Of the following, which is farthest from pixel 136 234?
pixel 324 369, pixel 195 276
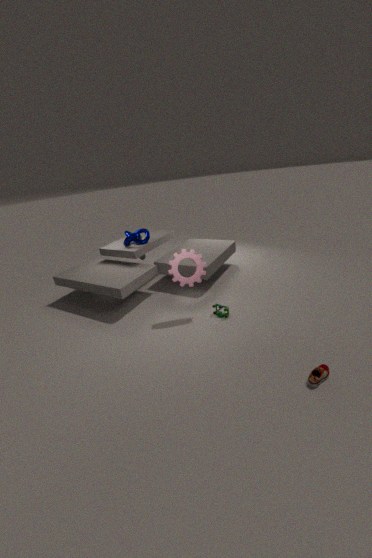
pixel 324 369
